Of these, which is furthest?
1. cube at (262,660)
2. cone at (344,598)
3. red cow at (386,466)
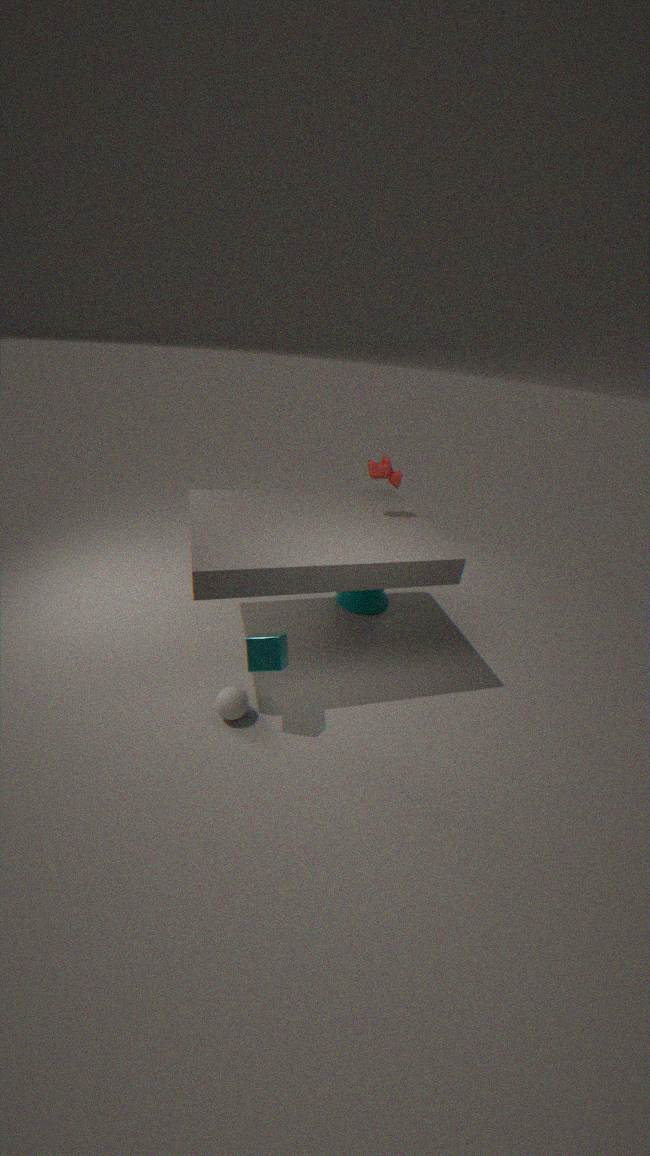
cone at (344,598)
